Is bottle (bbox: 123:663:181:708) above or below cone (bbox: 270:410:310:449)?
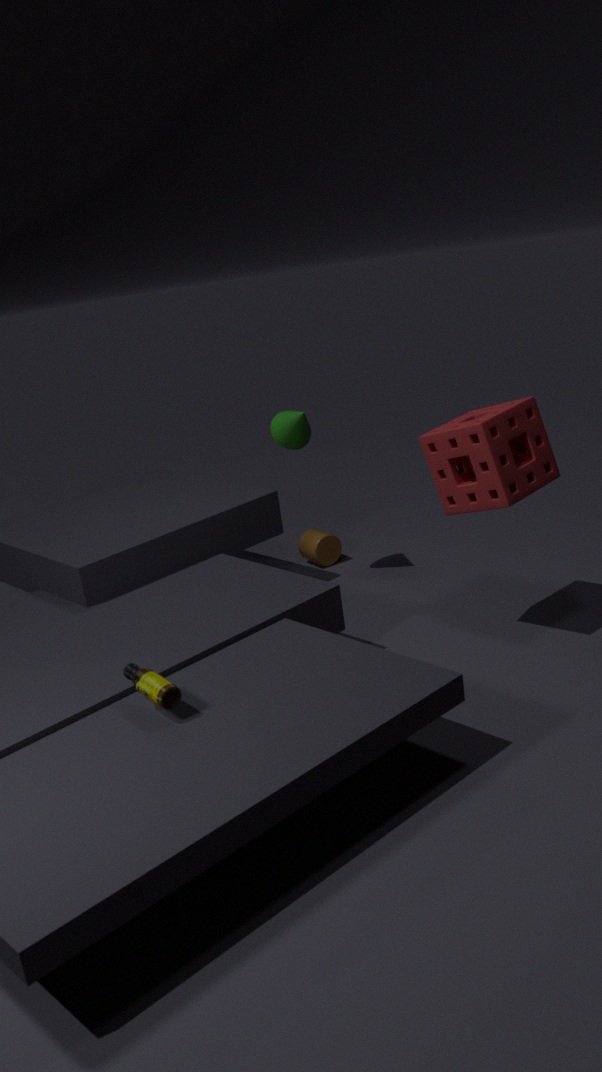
below
